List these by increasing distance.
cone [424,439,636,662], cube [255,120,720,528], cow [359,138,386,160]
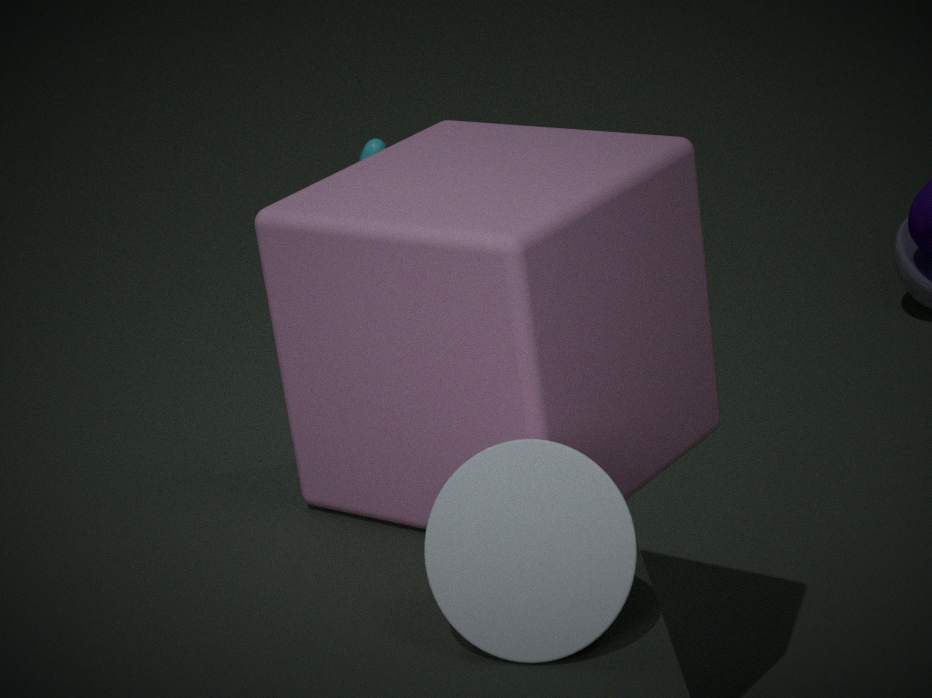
1. cone [424,439,636,662]
2. cube [255,120,720,528]
3. cow [359,138,386,160]
